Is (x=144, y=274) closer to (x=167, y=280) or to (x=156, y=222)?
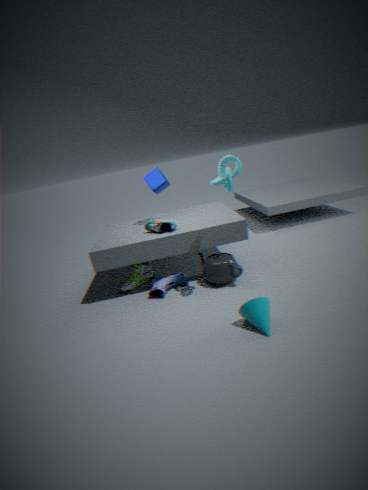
(x=167, y=280)
